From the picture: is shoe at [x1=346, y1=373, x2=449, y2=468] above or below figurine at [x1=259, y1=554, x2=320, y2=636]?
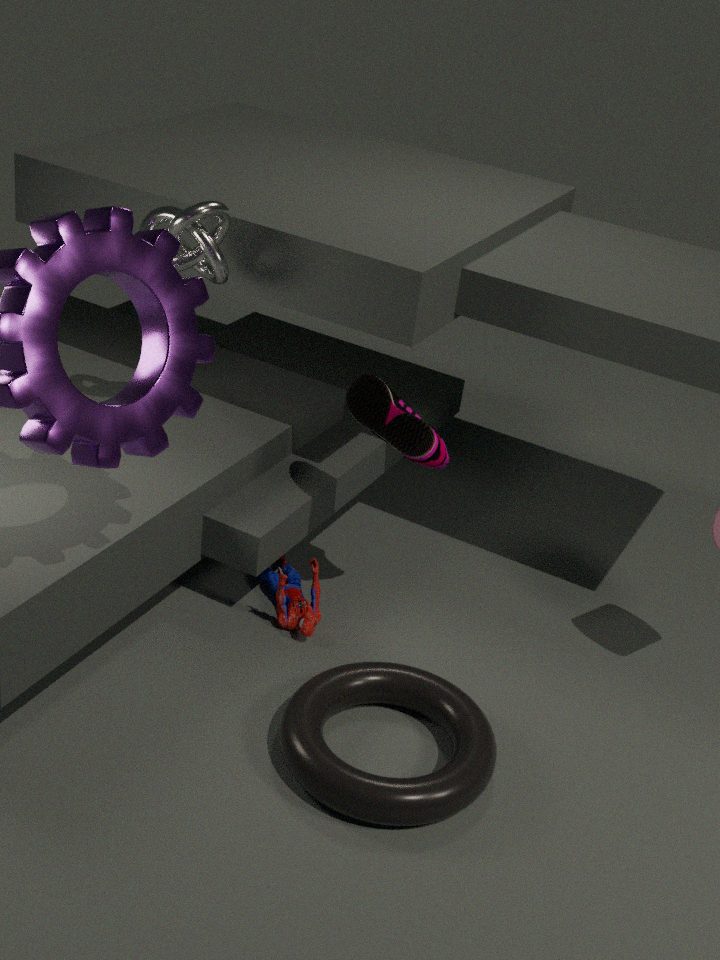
above
